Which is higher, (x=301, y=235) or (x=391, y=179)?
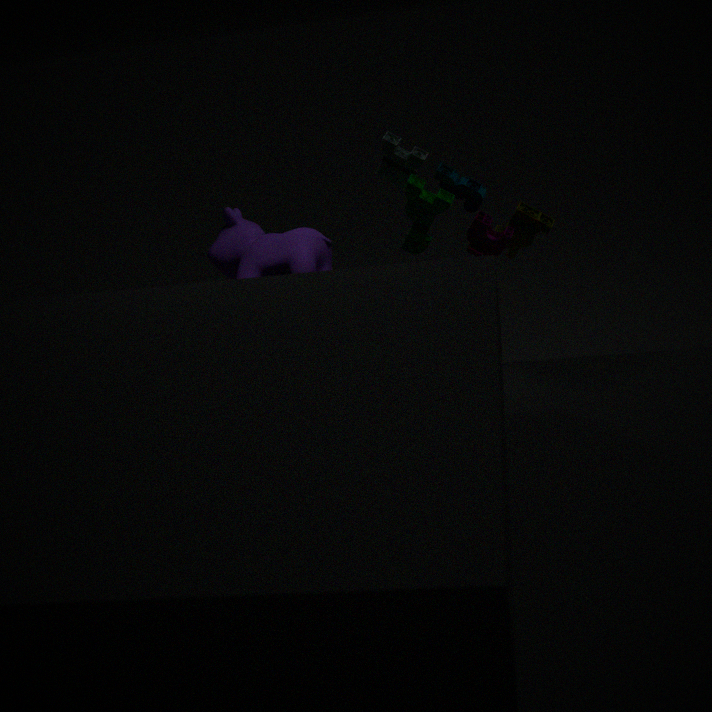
(x=391, y=179)
